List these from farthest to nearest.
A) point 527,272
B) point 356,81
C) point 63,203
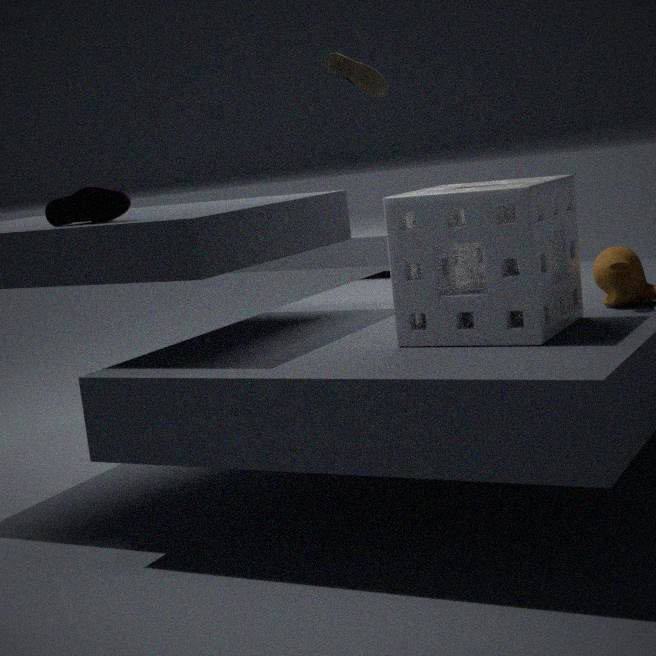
point 356,81
point 63,203
point 527,272
